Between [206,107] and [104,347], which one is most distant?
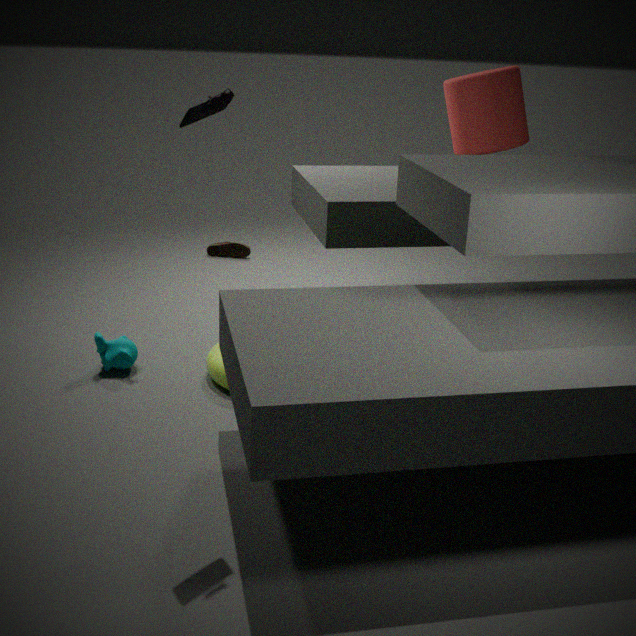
[104,347]
